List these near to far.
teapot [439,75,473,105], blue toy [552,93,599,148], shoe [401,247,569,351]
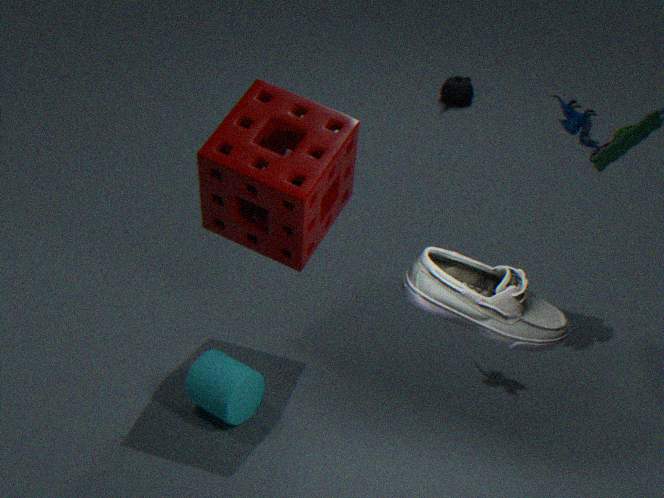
shoe [401,247,569,351] → blue toy [552,93,599,148] → teapot [439,75,473,105]
